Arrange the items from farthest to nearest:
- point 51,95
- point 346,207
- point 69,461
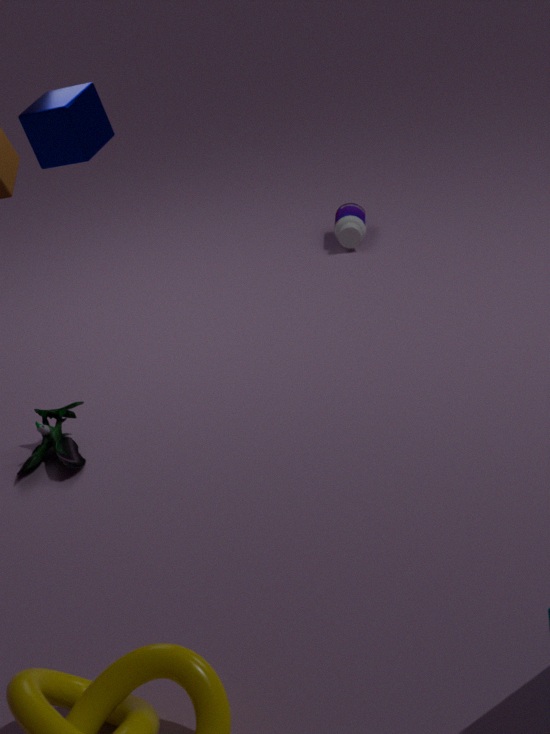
point 346,207 < point 69,461 < point 51,95
